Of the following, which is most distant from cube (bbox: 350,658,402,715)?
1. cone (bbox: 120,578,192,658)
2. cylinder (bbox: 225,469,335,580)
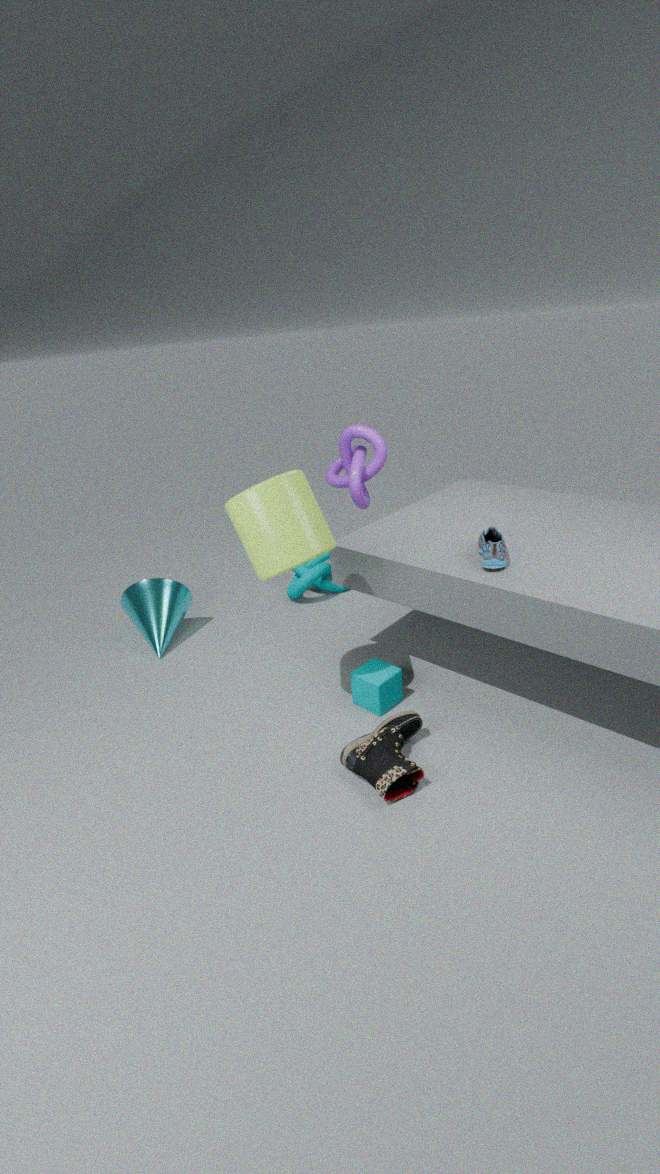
cone (bbox: 120,578,192,658)
